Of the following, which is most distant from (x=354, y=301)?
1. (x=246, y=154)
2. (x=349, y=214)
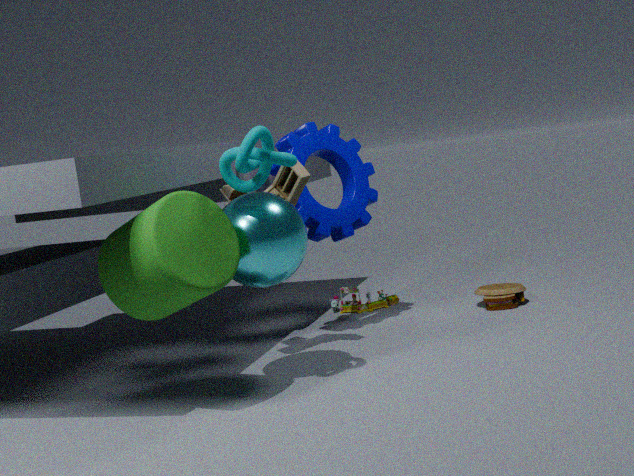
(x=246, y=154)
